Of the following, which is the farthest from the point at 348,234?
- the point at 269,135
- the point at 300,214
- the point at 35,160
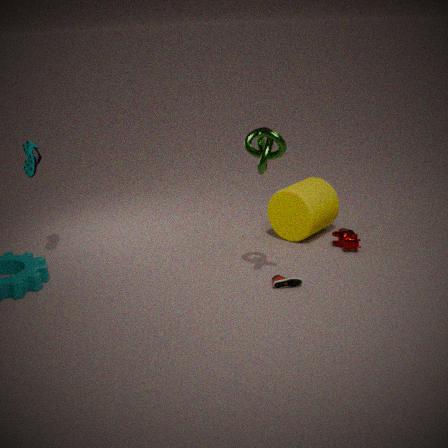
the point at 35,160
